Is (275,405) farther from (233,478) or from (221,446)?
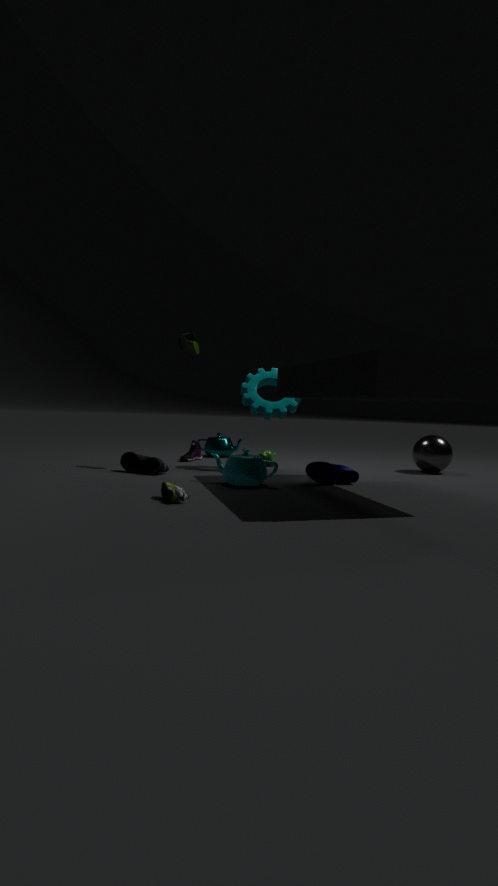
(221,446)
